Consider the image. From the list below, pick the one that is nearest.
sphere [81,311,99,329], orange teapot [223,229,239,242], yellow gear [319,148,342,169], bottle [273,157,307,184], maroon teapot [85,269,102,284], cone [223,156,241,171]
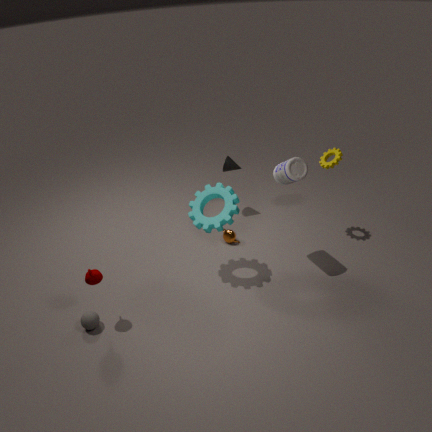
maroon teapot [85,269,102,284]
